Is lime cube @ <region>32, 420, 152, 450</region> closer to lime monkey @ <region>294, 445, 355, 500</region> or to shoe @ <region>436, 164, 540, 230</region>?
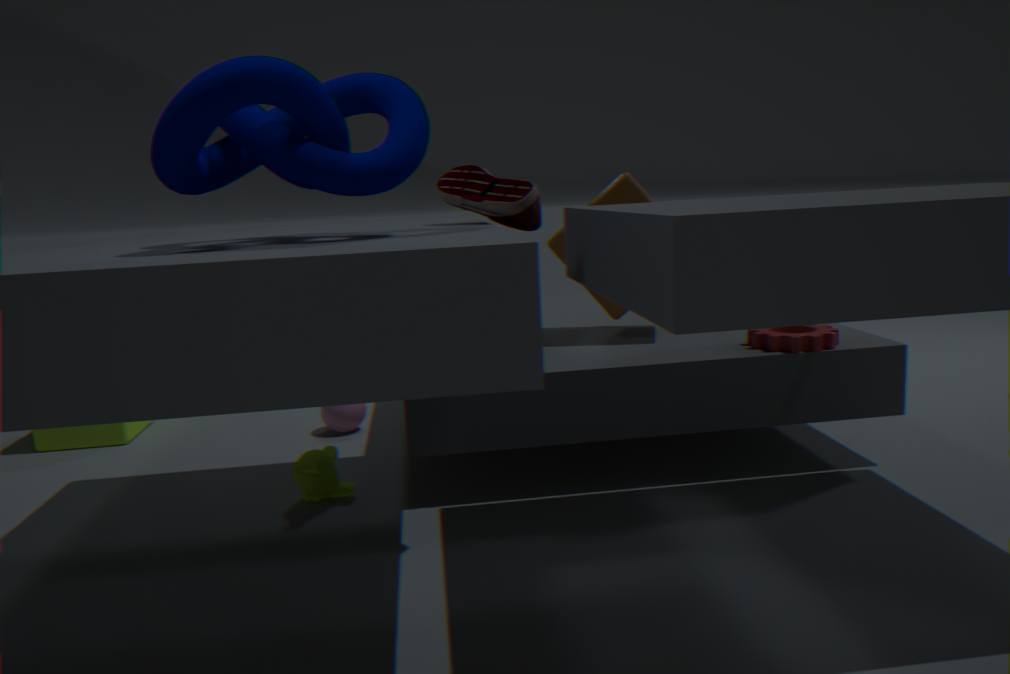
lime monkey @ <region>294, 445, 355, 500</region>
